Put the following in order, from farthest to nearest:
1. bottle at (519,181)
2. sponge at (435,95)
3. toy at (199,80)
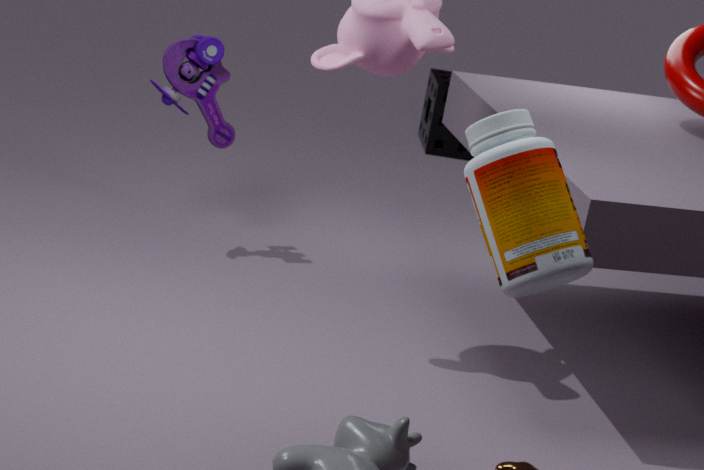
sponge at (435,95) → toy at (199,80) → bottle at (519,181)
